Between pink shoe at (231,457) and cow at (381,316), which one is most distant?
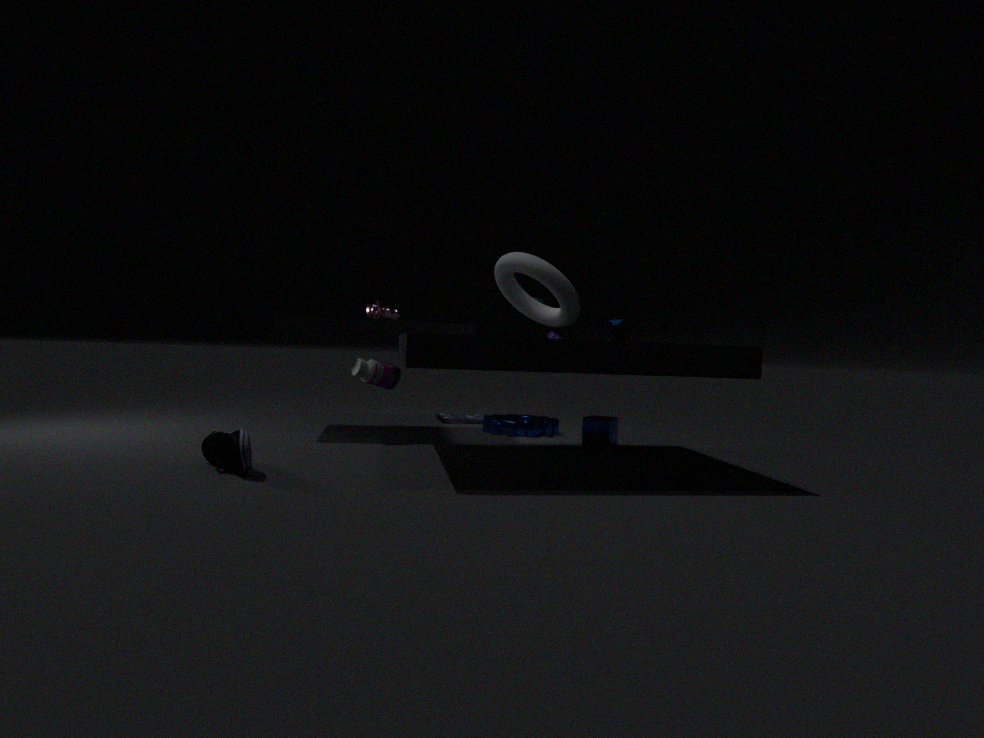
cow at (381,316)
